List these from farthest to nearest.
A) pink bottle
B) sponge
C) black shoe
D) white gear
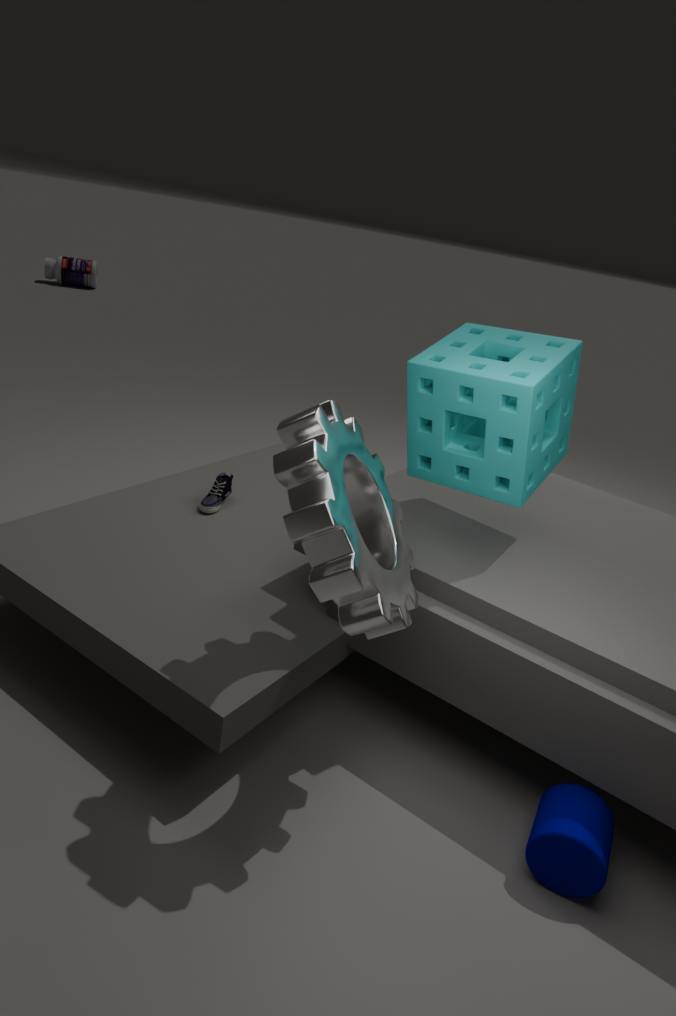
pink bottle → black shoe → sponge → white gear
